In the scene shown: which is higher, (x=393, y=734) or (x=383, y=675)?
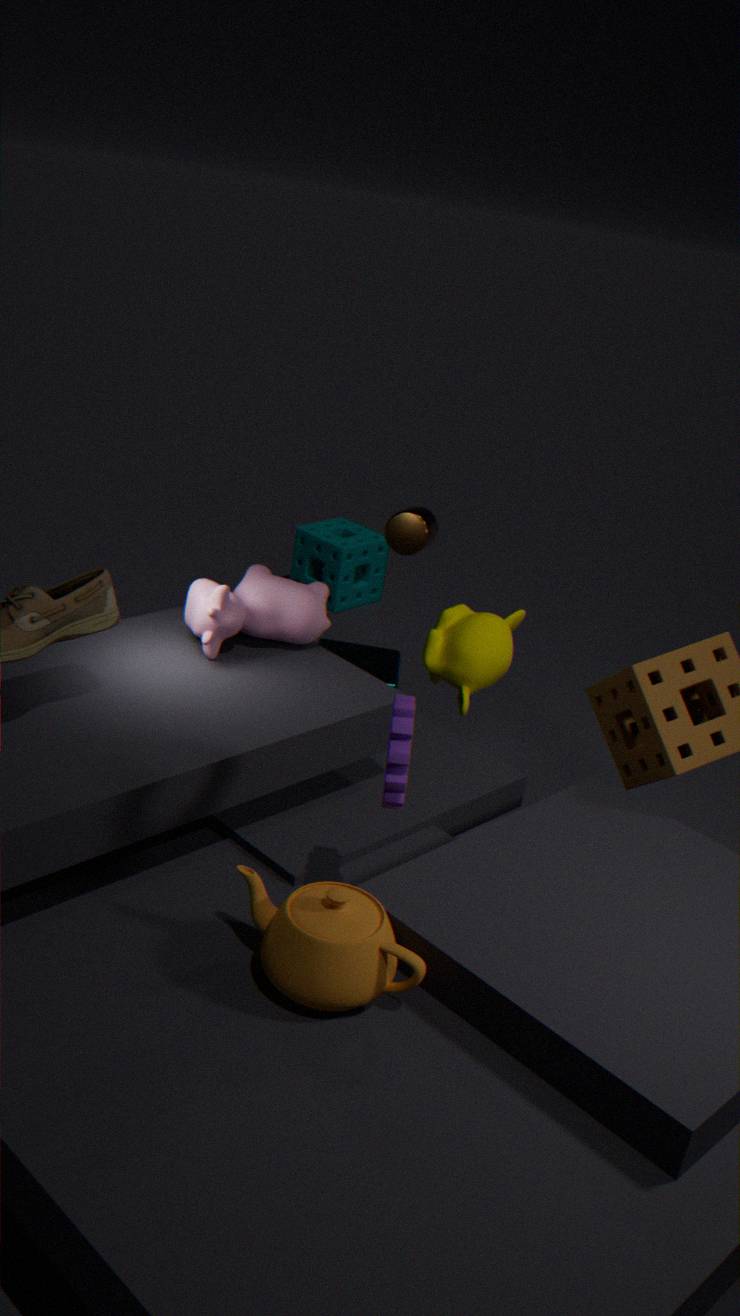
(x=393, y=734)
